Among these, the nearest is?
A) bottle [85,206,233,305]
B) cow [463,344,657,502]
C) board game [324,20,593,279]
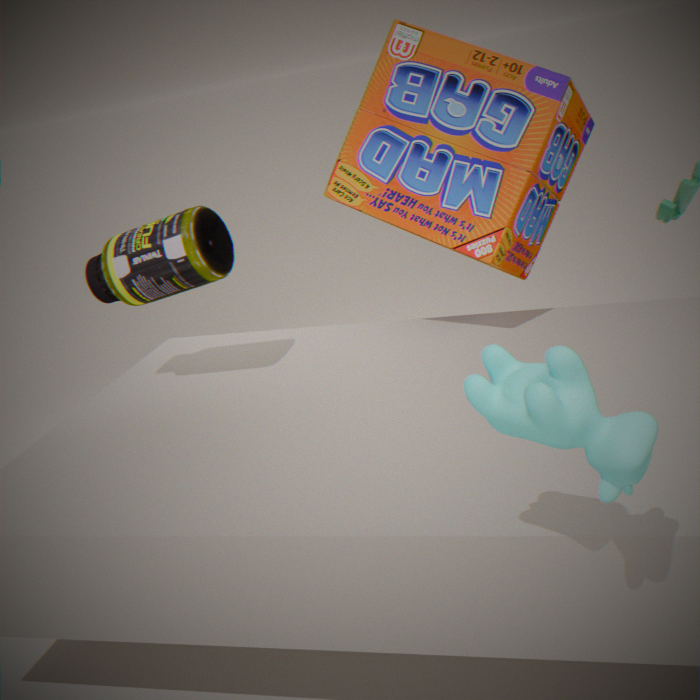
cow [463,344,657,502]
